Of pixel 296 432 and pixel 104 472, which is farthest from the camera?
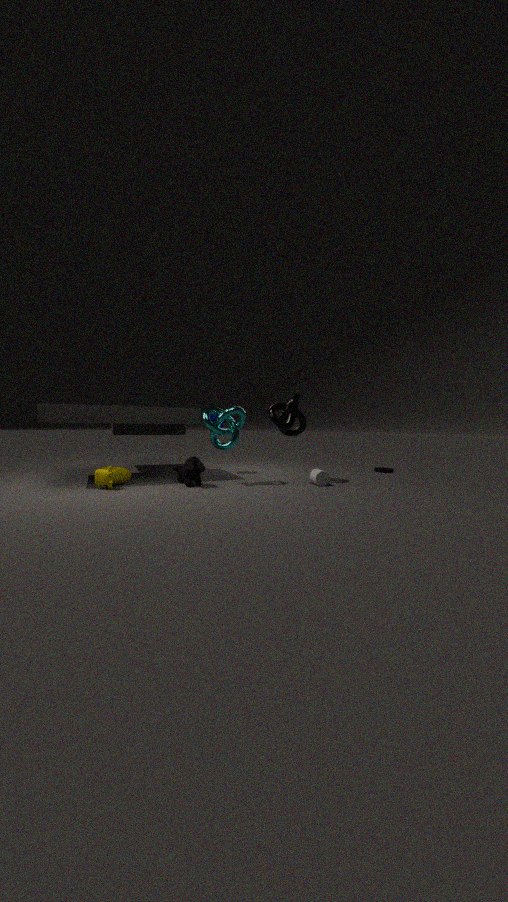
pixel 296 432
